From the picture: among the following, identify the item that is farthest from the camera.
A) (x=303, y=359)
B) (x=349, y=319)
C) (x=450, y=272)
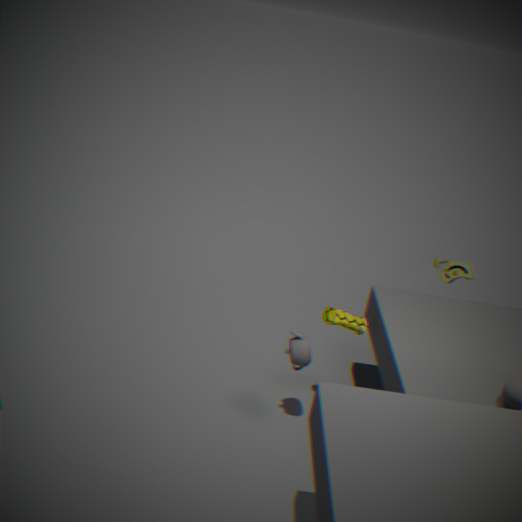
(x=450, y=272)
